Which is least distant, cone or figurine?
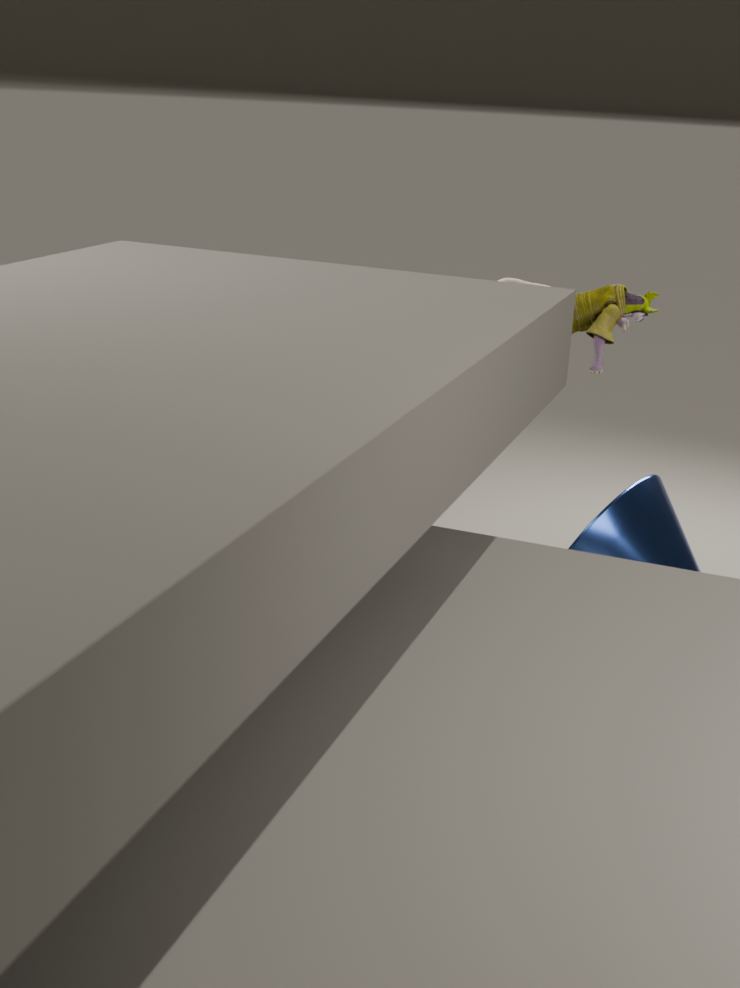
figurine
